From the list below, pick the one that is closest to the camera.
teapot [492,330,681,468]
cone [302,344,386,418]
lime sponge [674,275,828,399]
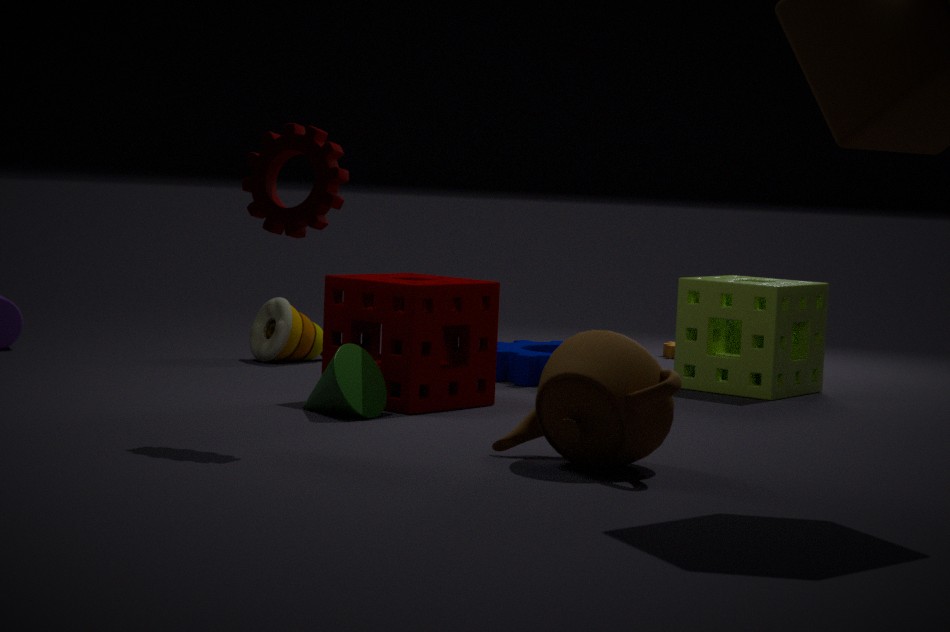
teapot [492,330,681,468]
